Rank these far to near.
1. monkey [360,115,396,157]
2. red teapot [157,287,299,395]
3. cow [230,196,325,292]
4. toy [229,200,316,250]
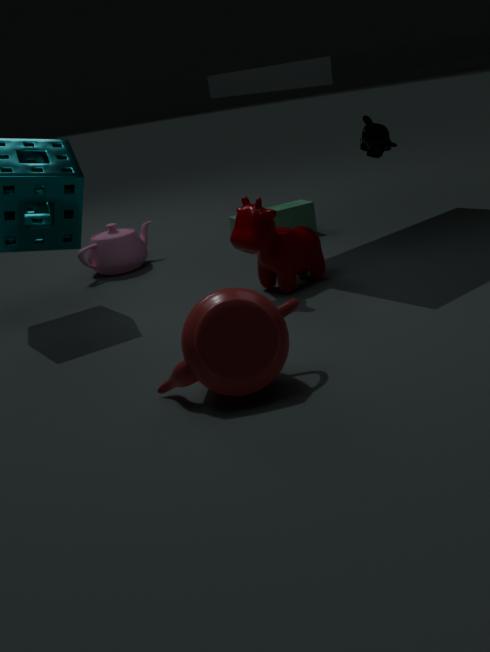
toy [229,200,316,250], monkey [360,115,396,157], cow [230,196,325,292], red teapot [157,287,299,395]
